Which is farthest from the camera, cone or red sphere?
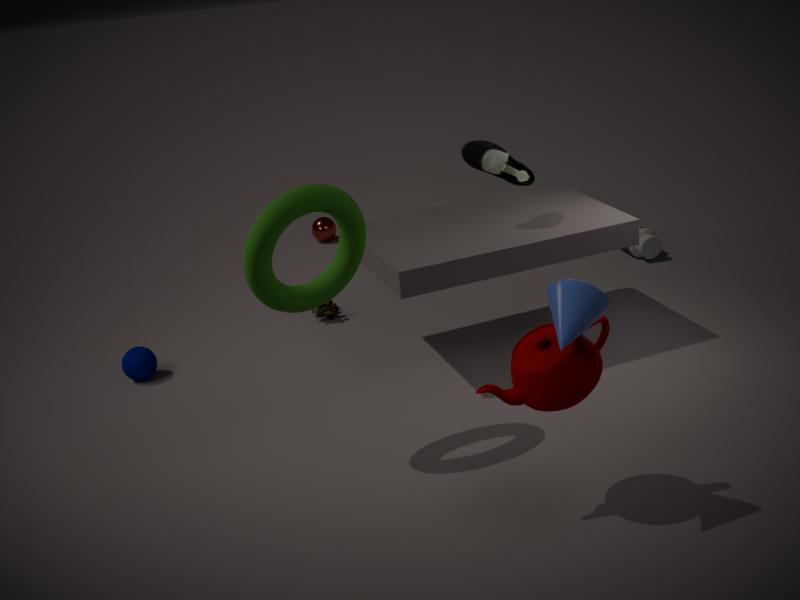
red sphere
